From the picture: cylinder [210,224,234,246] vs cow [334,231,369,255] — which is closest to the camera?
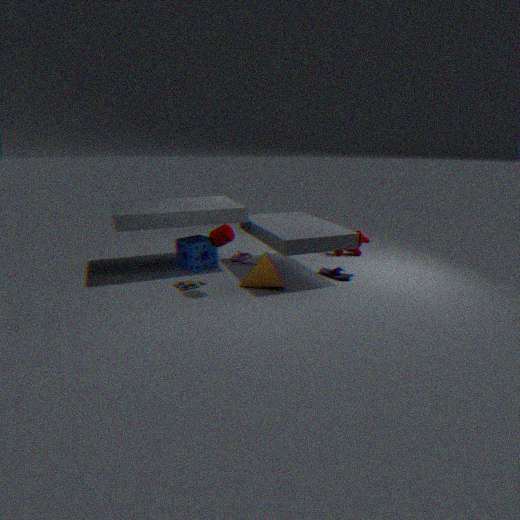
cylinder [210,224,234,246]
